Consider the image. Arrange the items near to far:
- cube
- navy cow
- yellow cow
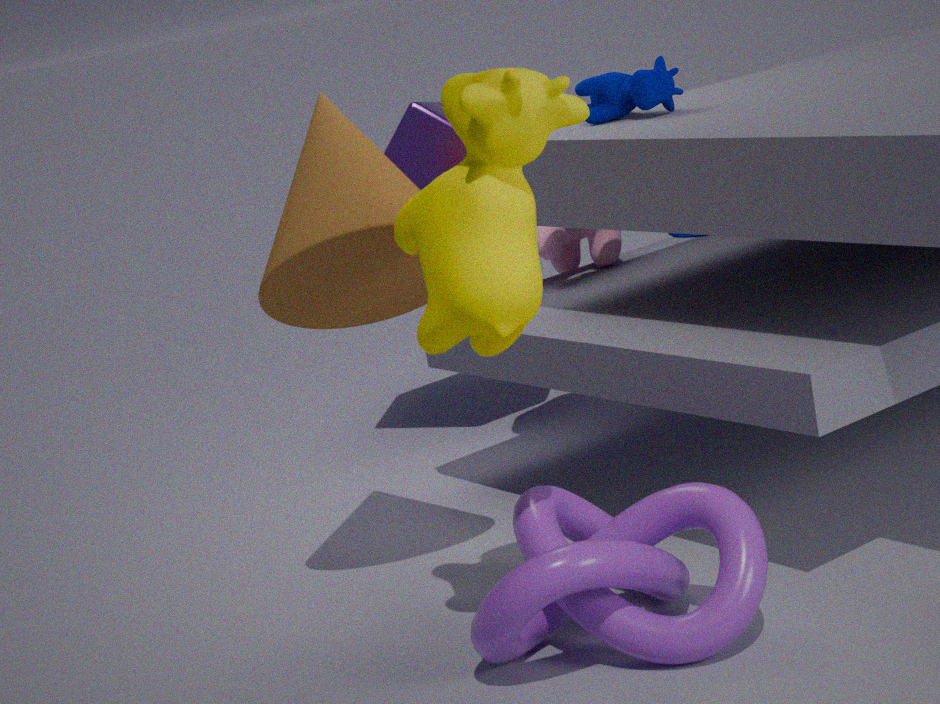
yellow cow, navy cow, cube
